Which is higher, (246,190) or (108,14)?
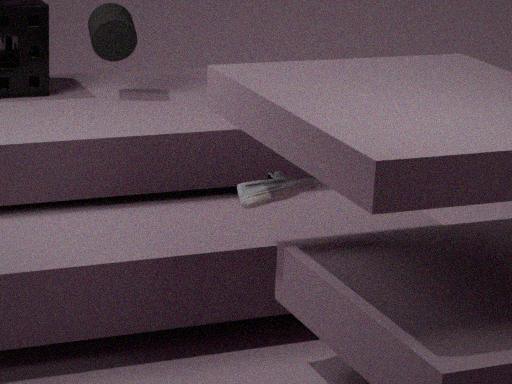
(108,14)
